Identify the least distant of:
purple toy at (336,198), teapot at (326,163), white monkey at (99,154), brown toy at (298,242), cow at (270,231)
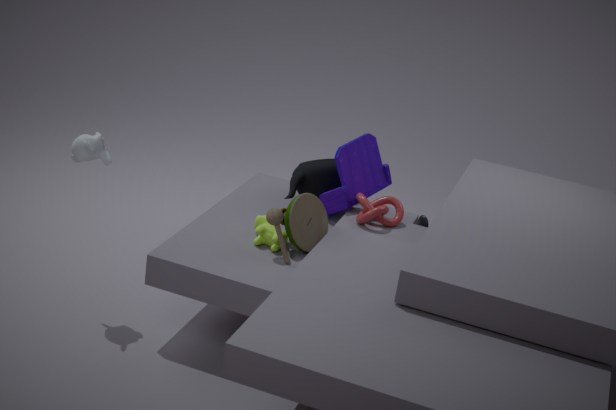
white monkey at (99,154)
